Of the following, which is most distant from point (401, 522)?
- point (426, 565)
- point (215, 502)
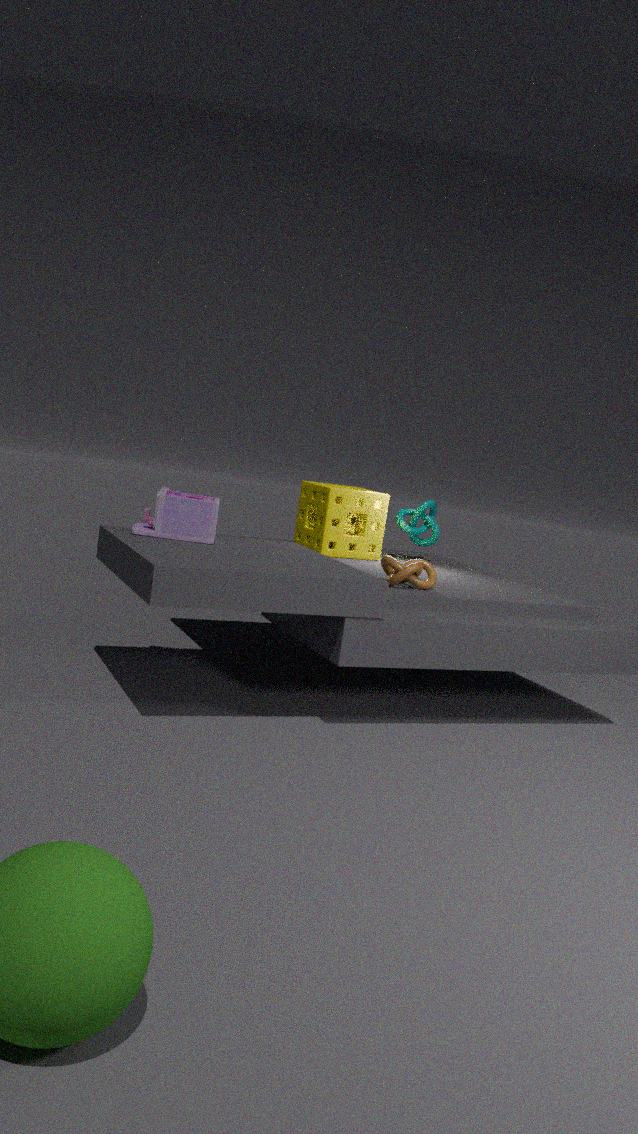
point (215, 502)
